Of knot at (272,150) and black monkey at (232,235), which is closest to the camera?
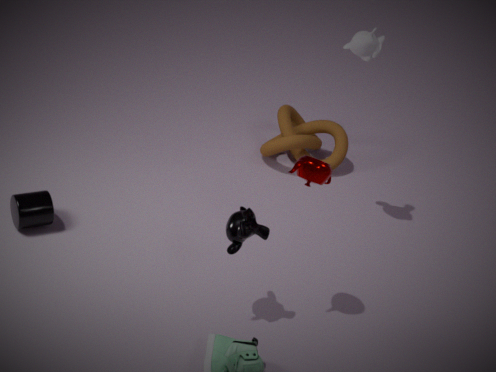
black monkey at (232,235)
